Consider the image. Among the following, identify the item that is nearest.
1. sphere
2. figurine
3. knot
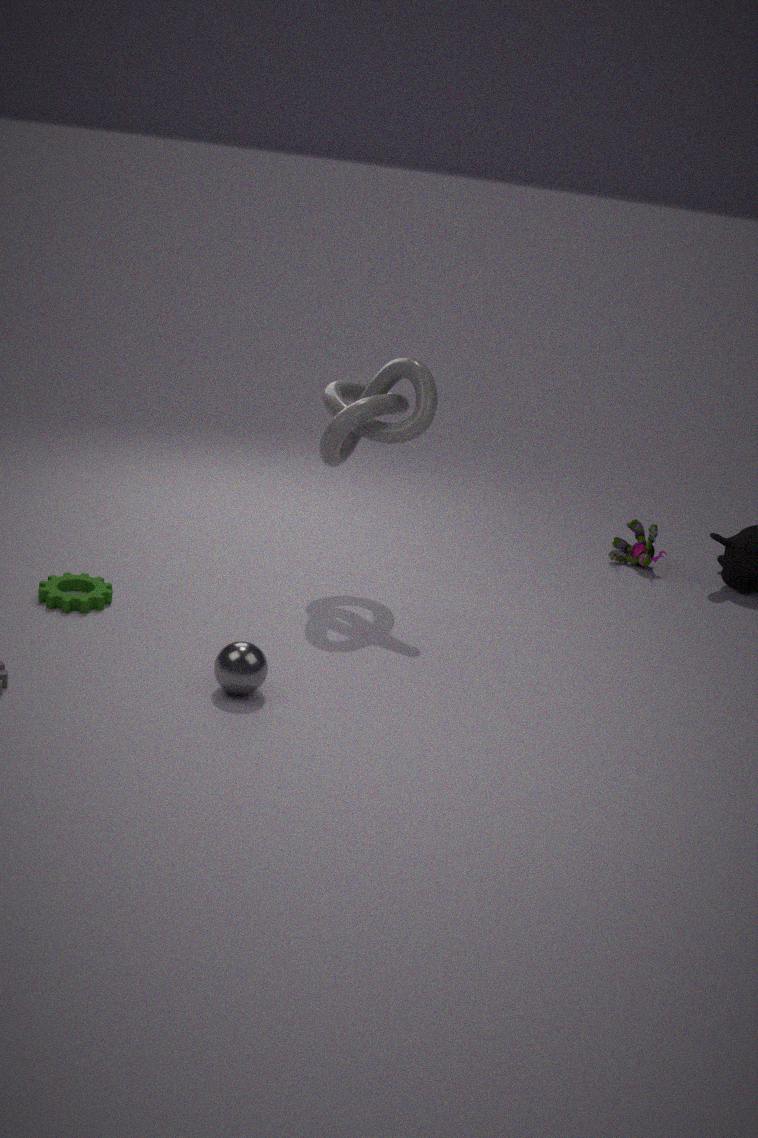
sphere
